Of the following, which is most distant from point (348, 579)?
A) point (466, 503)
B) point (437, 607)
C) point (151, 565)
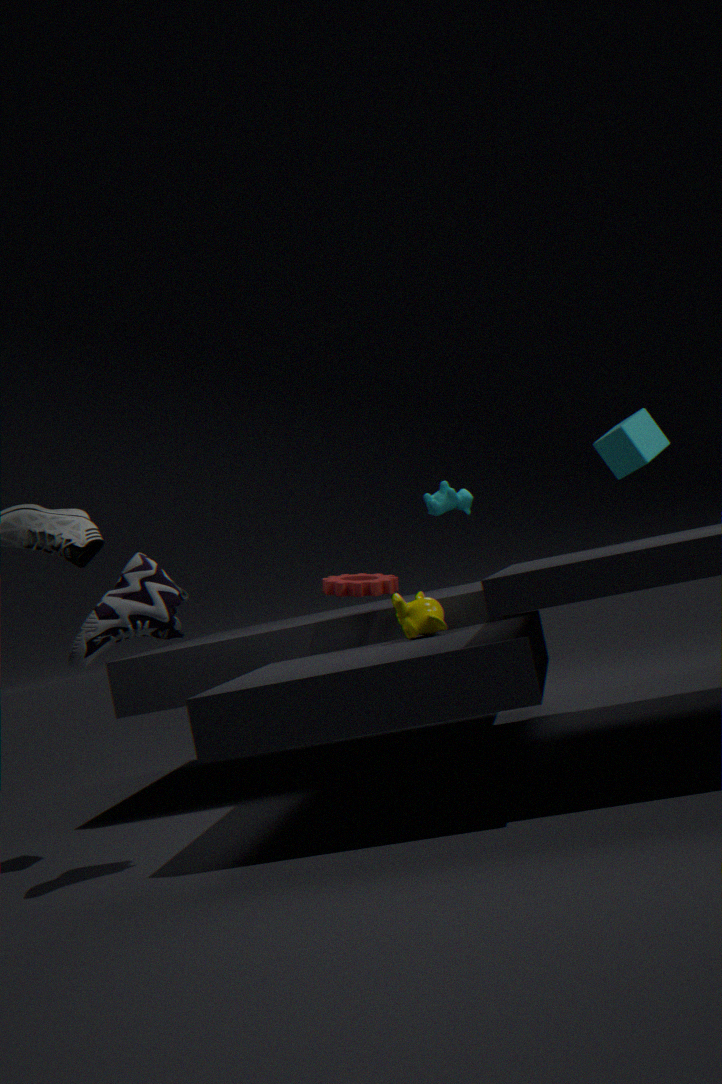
point (466, 503)
